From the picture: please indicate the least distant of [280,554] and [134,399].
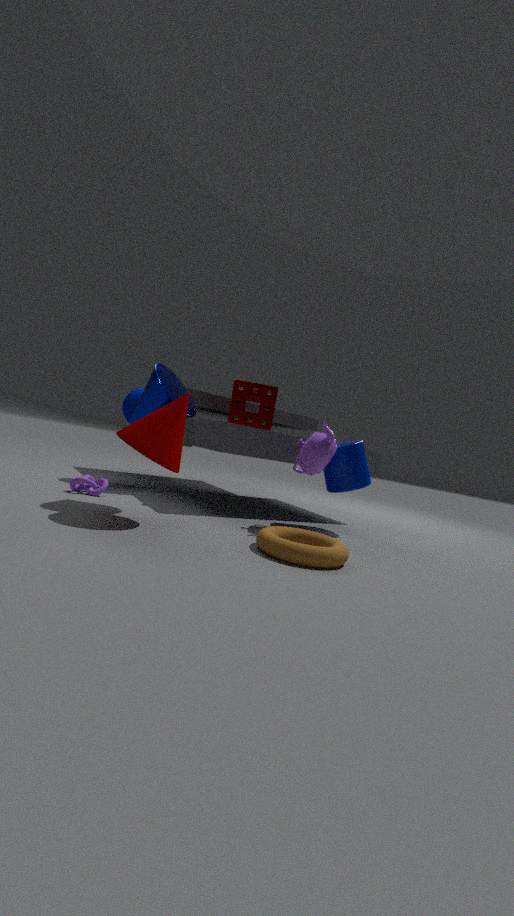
[280,554]
